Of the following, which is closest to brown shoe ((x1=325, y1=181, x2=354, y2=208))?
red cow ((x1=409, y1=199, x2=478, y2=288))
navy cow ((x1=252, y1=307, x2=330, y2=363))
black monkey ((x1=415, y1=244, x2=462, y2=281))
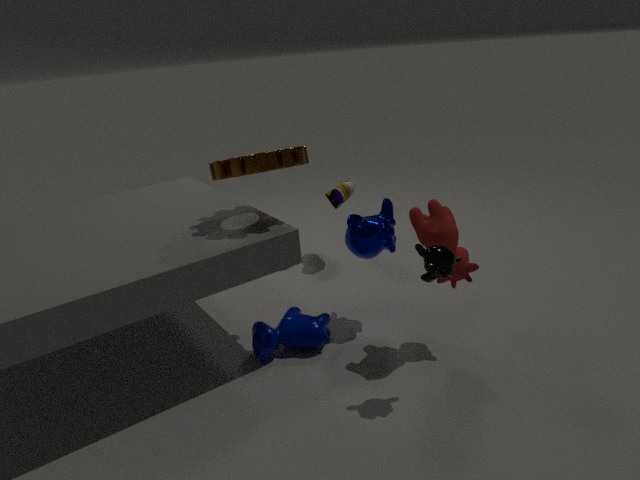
navy cow ((x1=252, y1=307, x2=330, y2=363))
